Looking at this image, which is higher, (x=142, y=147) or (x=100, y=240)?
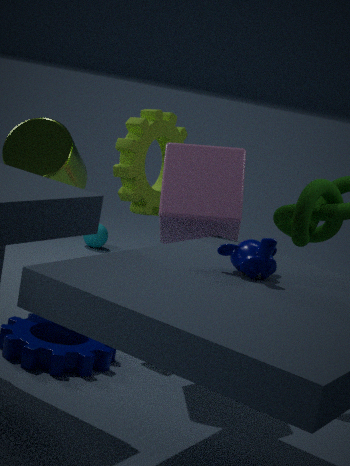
(x=142, y=147)
